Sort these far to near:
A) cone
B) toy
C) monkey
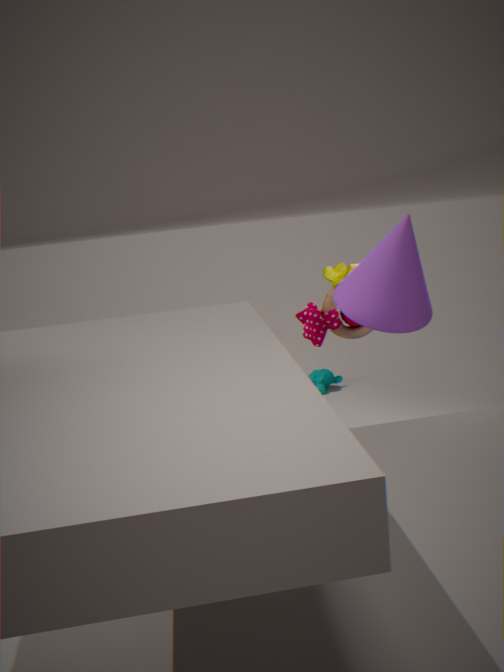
1. monkey
2. toy
3. cone
